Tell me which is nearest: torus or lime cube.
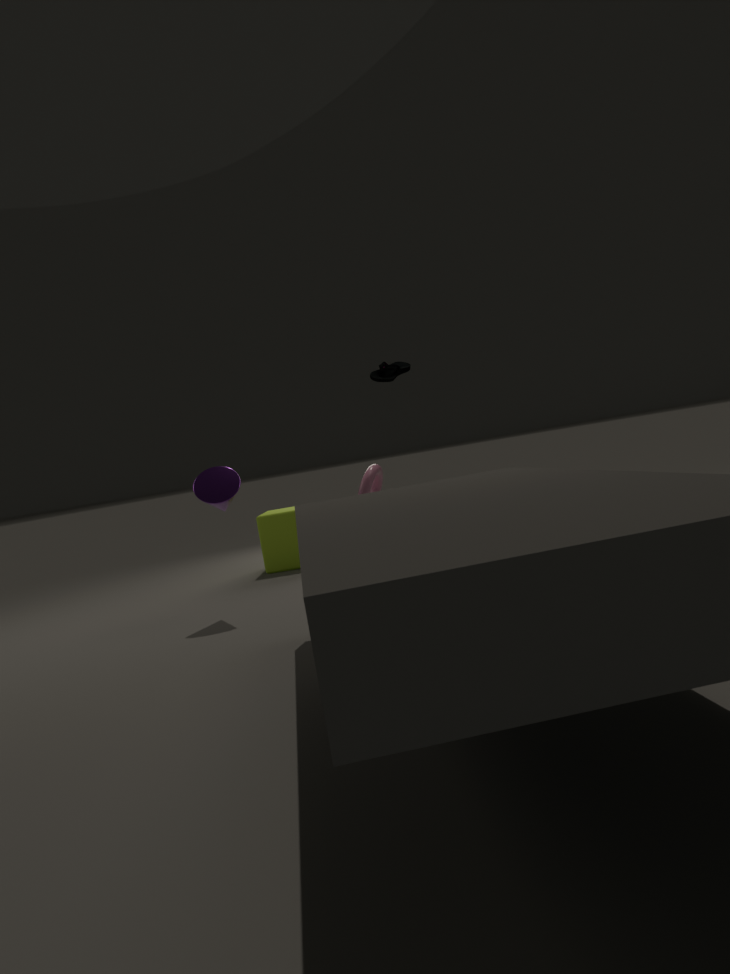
torus
